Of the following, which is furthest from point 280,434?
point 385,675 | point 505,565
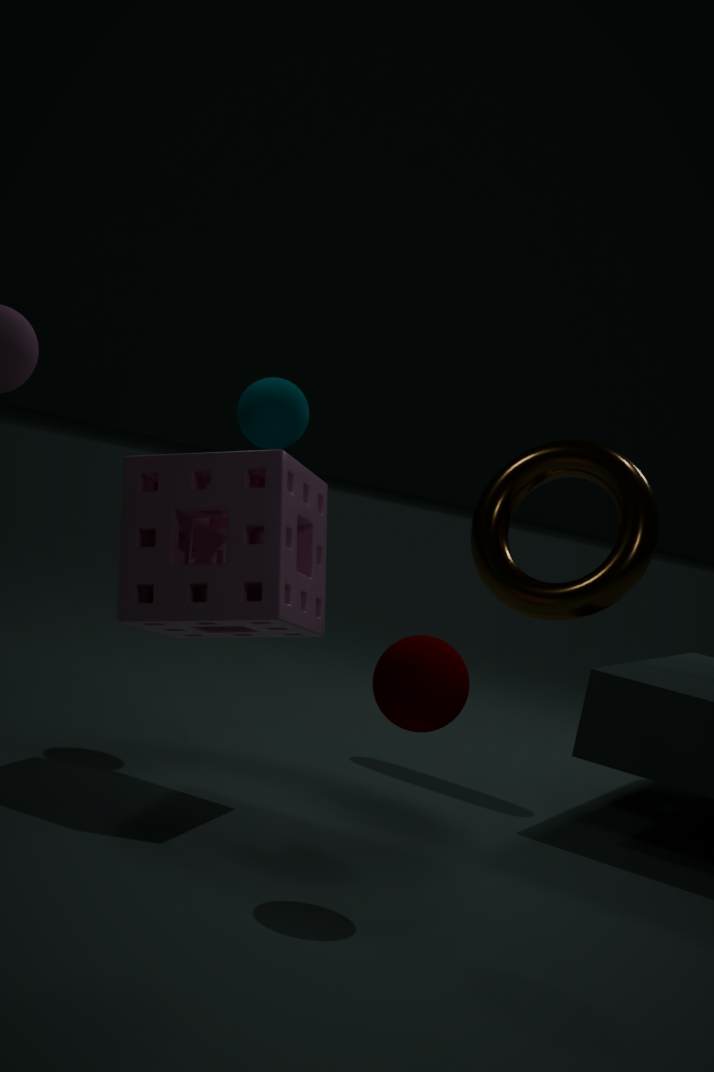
point 385,675
